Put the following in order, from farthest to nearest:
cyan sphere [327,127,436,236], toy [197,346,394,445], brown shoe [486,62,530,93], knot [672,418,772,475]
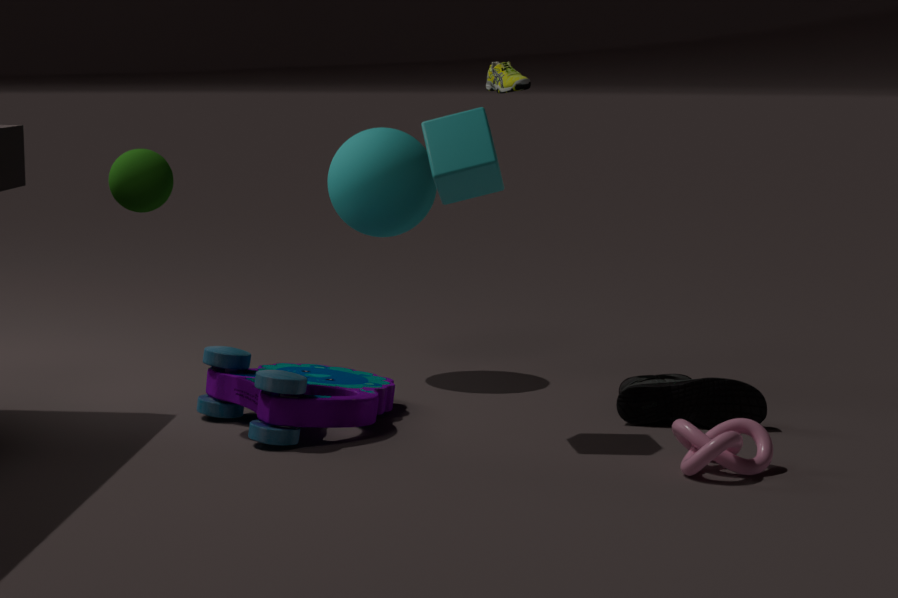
cyan sphere [327,127,436,236] → brown shoe [486,62,530,93] → toy [197,346,394,445] → knot [672,418,772,475]
